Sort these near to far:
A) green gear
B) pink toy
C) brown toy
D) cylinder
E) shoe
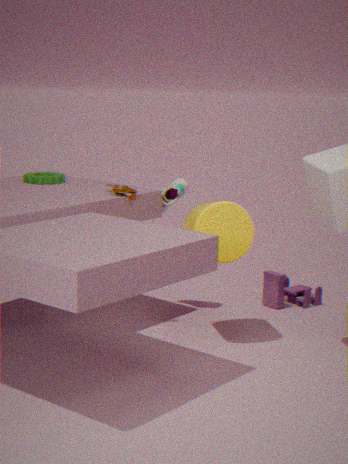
cylinder, brown toy, shoe, green gear, pink toy
